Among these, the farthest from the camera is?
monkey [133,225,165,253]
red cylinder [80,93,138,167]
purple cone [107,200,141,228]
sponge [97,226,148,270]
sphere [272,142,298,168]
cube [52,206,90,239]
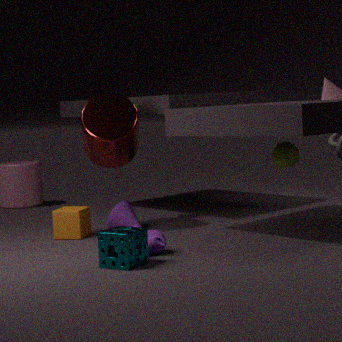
sphere [272,142,298,168]
